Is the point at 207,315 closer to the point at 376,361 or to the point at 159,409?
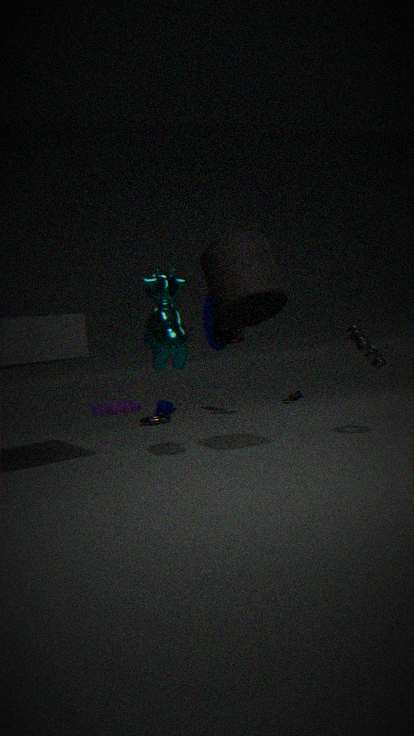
the point at 159,409
